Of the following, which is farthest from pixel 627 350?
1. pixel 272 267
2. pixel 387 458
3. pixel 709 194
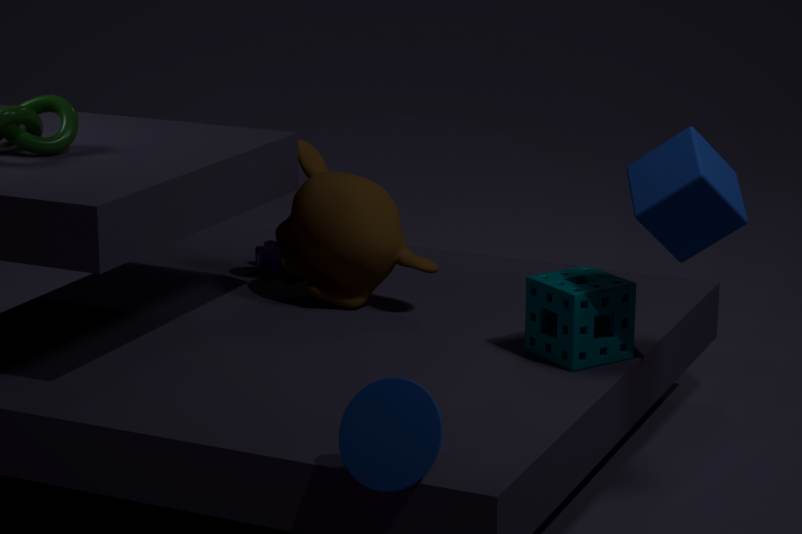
pixel 272 267
